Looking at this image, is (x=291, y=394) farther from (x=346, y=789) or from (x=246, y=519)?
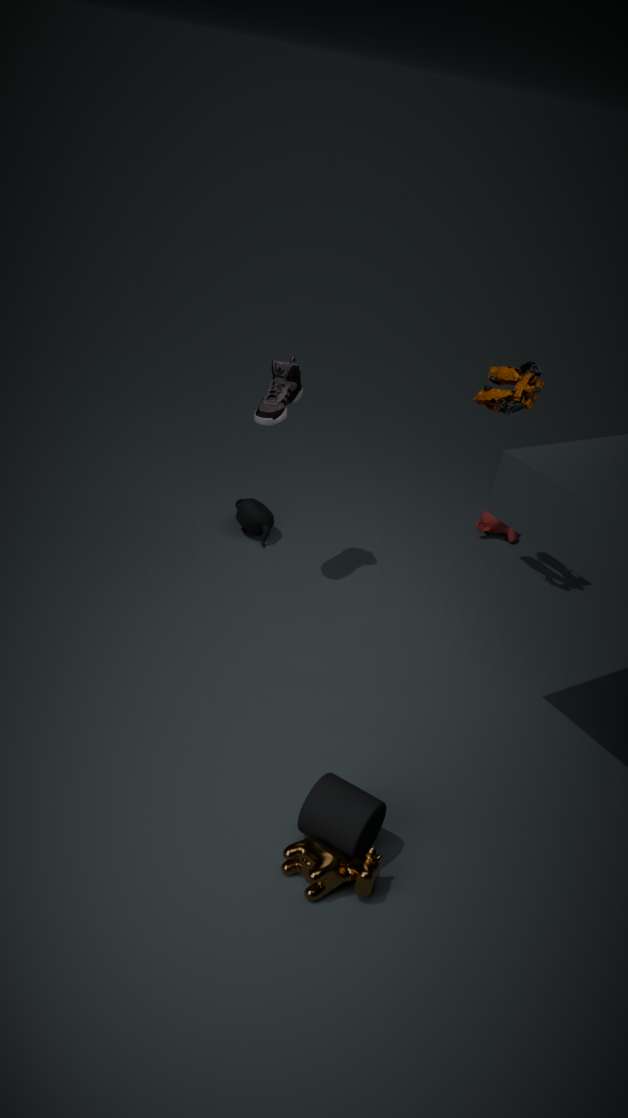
(x=346, y=789)
